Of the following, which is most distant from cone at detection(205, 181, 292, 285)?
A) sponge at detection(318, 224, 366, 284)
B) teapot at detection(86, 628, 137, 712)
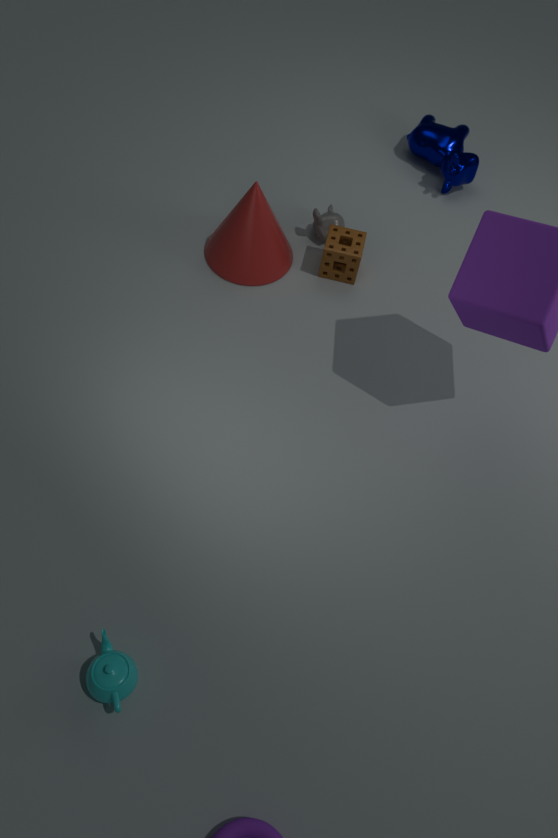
teapot at detection(86, 628, 137, 712)
